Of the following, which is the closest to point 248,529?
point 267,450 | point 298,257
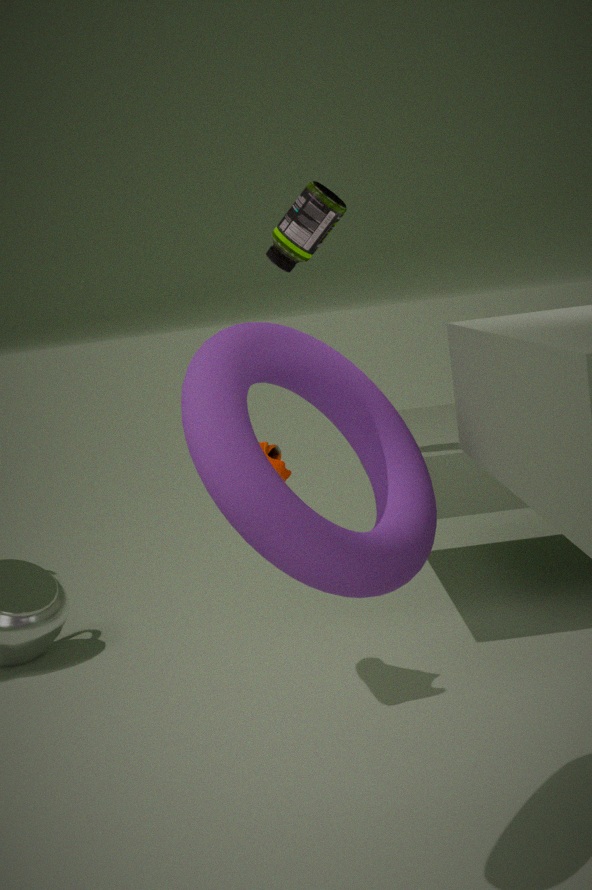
point 267,450
